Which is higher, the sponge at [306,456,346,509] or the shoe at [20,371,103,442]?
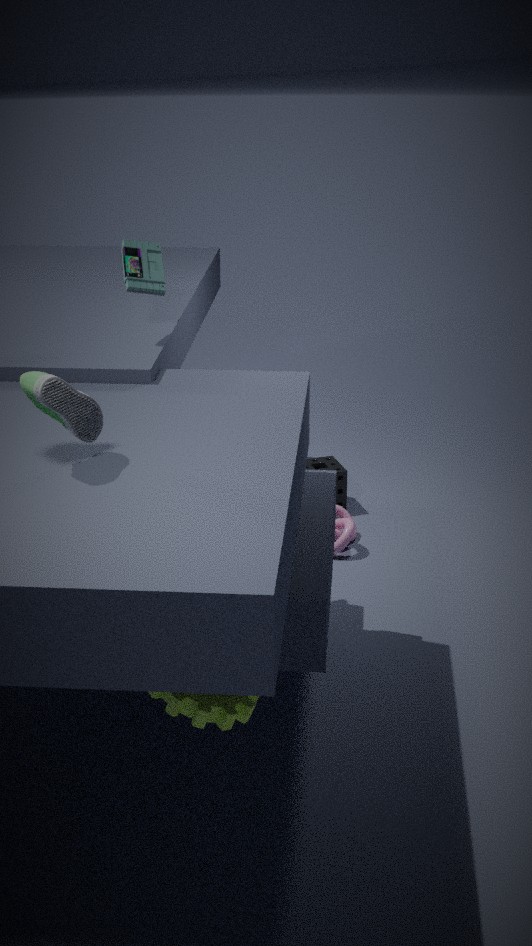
the shoe at [20,371,103,442]
